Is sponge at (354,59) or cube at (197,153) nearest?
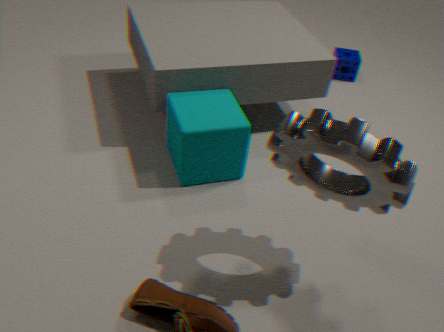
cube at (197,153)
